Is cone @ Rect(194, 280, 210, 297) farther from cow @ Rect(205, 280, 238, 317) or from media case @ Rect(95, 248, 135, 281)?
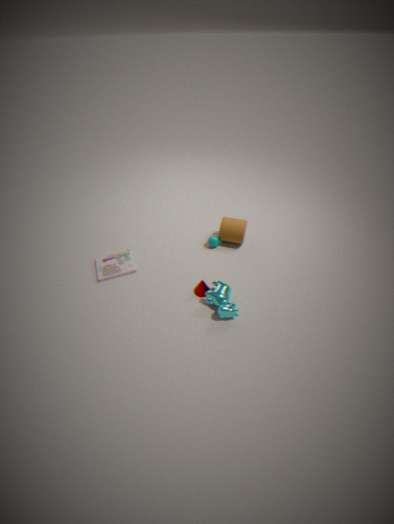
media case @ Rect(95, 248, 135, 281)
